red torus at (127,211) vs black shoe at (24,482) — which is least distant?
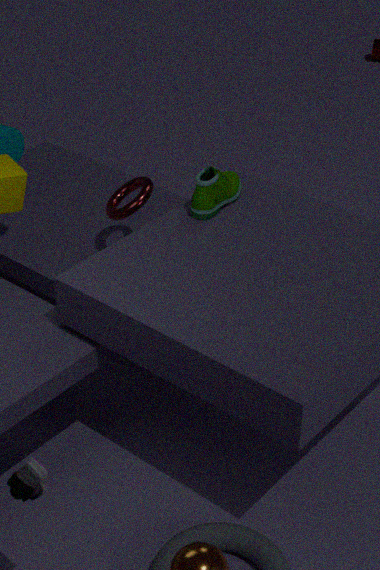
black shoe at (24,482)
